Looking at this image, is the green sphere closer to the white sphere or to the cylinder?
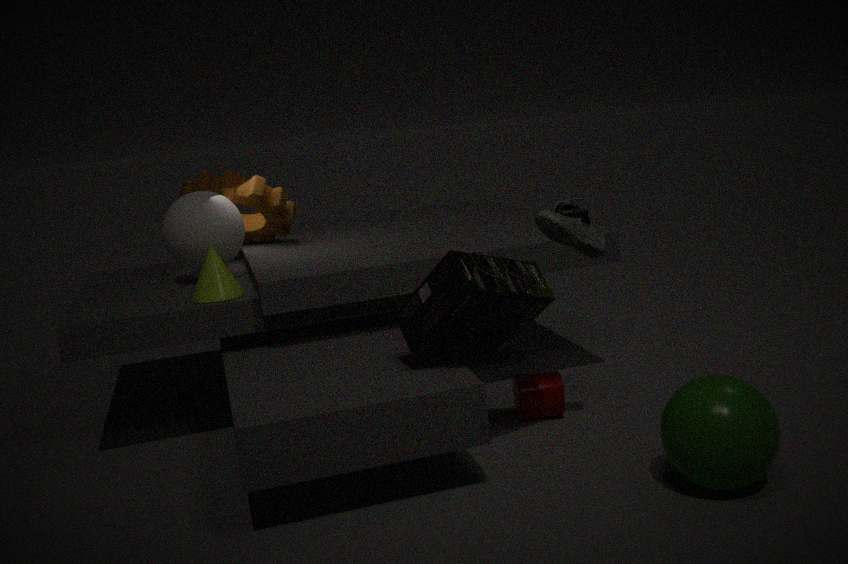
the cylinder
